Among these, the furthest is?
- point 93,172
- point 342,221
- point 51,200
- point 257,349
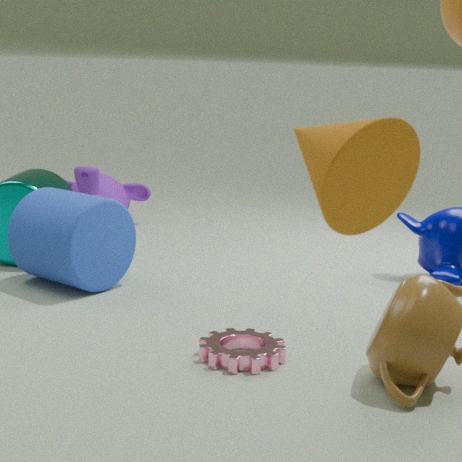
point 93,172
